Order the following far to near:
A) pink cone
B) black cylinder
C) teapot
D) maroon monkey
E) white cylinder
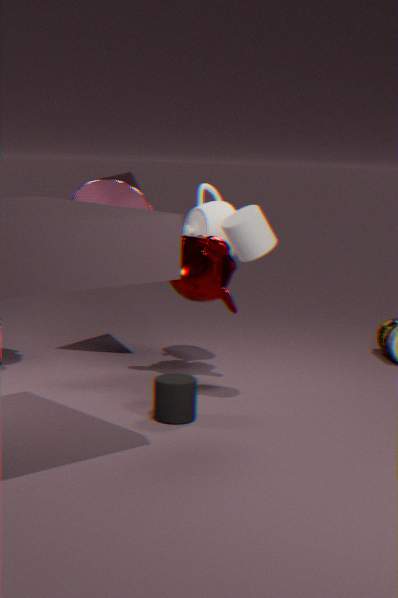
teapot < pink cone < maroon monkey < black cylinder < white cylinder
